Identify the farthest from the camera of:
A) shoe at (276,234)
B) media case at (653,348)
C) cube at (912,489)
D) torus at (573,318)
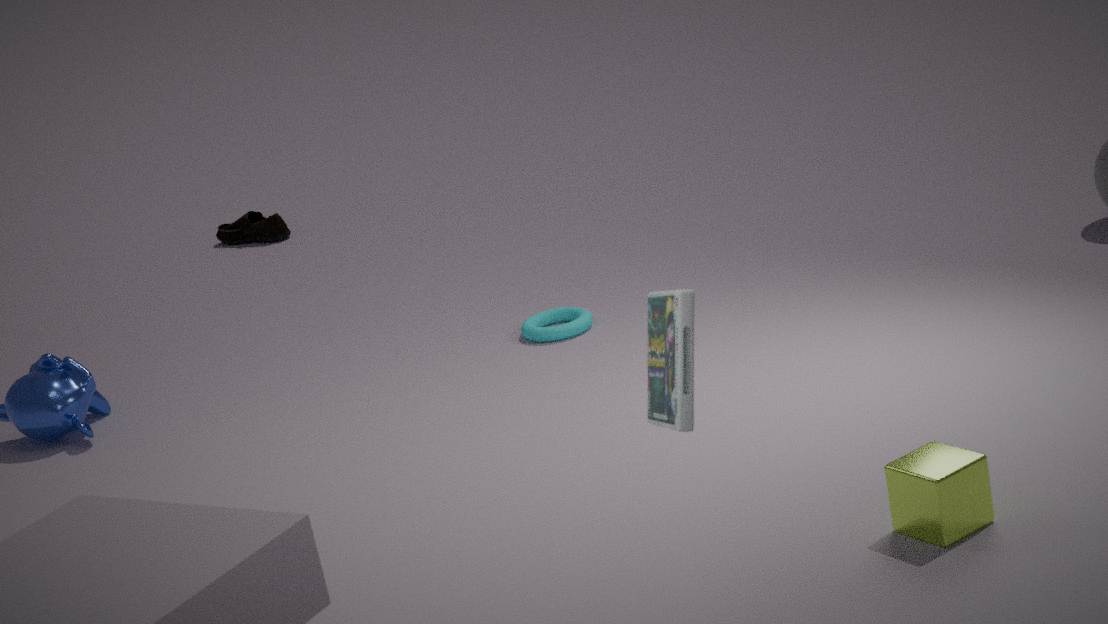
shoe at (276,234)
